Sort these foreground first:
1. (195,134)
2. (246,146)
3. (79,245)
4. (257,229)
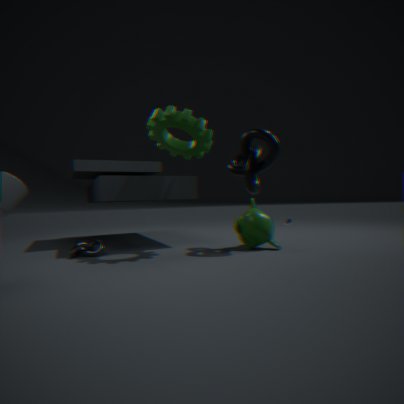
(195,134), (79,245), (257,229), (246,146)
